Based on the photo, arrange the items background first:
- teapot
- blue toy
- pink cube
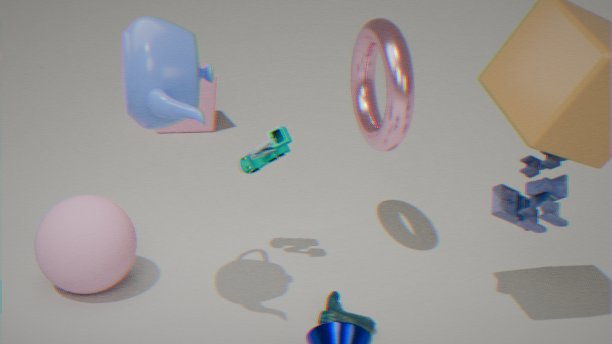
pink cube
blue toy
teapot
